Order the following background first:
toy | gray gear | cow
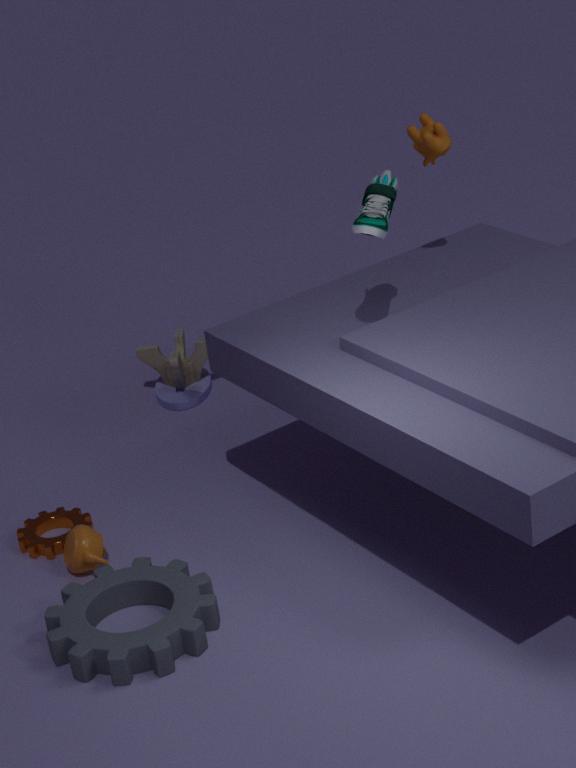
1. toy
2. cow
3. gray gear
